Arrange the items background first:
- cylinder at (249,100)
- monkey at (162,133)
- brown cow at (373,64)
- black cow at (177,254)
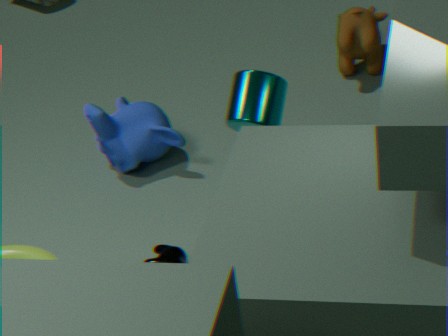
brown cow at (373,64) < monkey at (162,133) < black cow at (177,254) < cylinder at (249,100)
